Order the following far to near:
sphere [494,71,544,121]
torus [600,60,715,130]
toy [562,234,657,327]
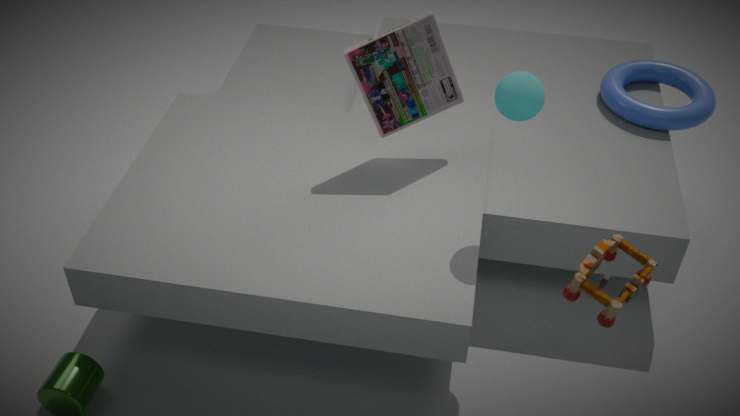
torus [600,60,715,130] → sphere [494,71,544,121] → toy [562,234,657,327]
